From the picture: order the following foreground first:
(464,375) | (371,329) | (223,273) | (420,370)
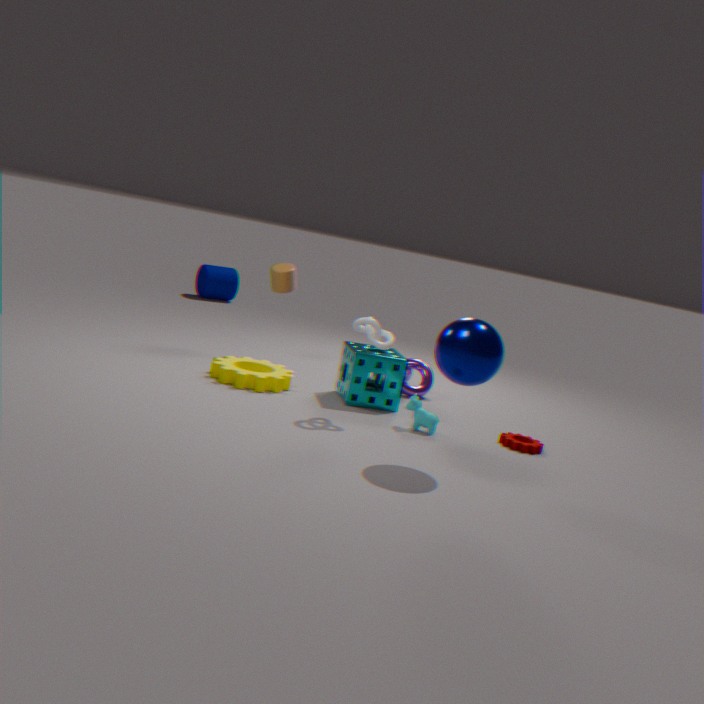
(464,375) < (371,329) < (420,370) < (223,273)
